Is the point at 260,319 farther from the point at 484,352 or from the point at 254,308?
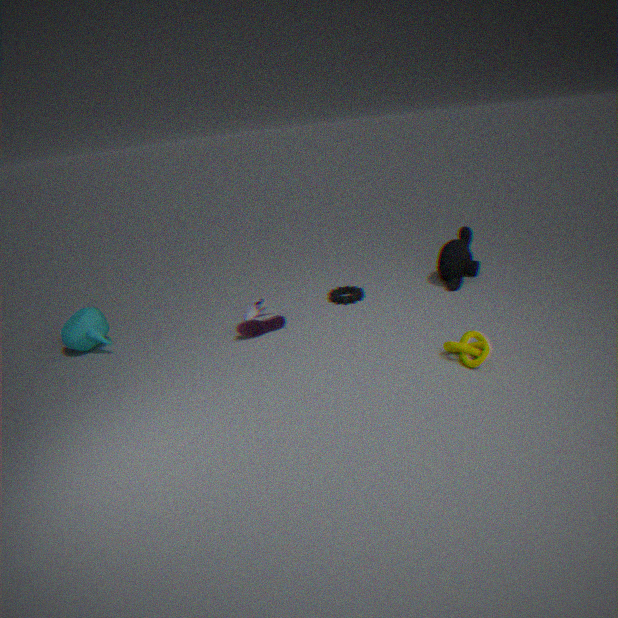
the point at 484,352
